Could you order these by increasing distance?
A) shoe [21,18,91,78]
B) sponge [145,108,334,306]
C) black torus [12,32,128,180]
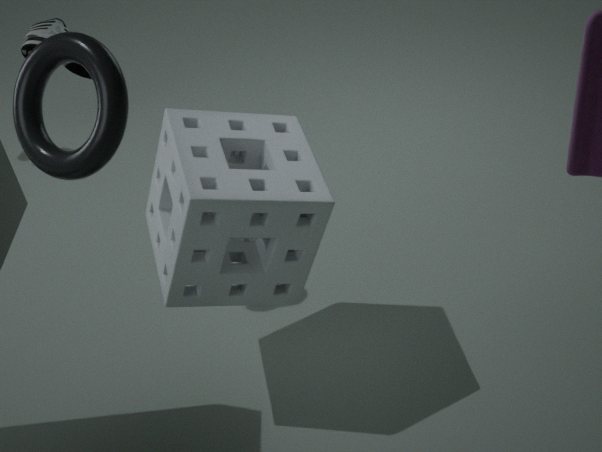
black torus [12,32,128,180] < sponge [145,108,334,306] < shoe [21,18,91,78]
